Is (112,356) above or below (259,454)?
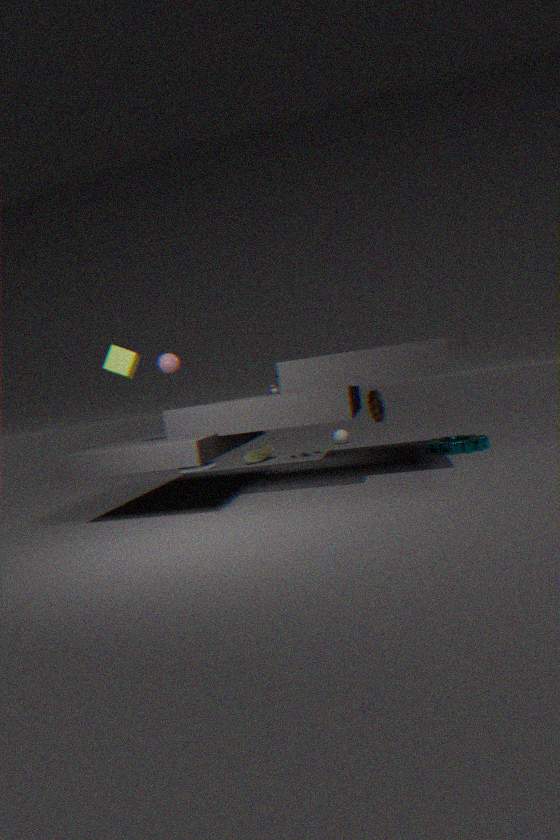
above
